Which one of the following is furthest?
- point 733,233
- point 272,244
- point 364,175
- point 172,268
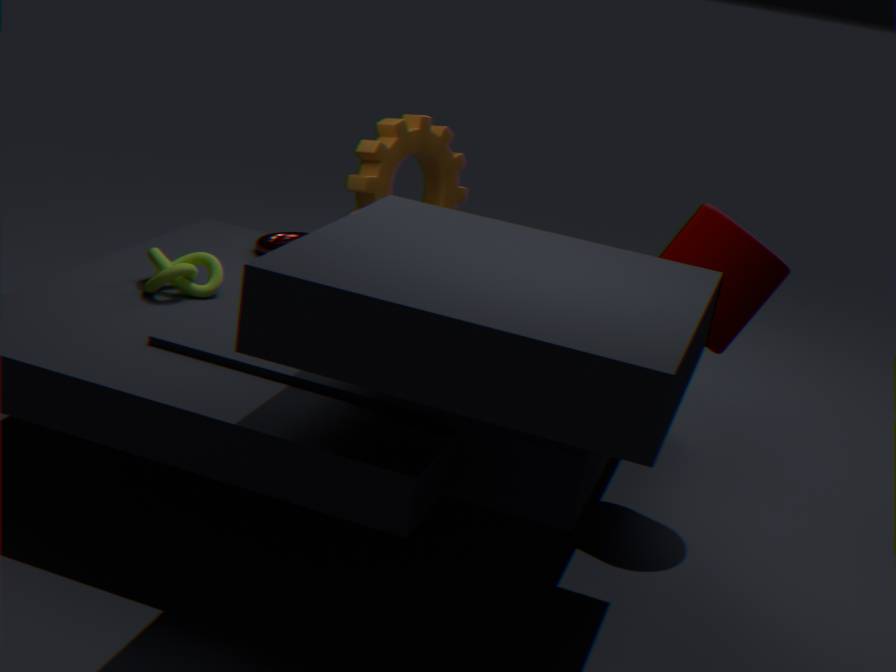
point 272,244
